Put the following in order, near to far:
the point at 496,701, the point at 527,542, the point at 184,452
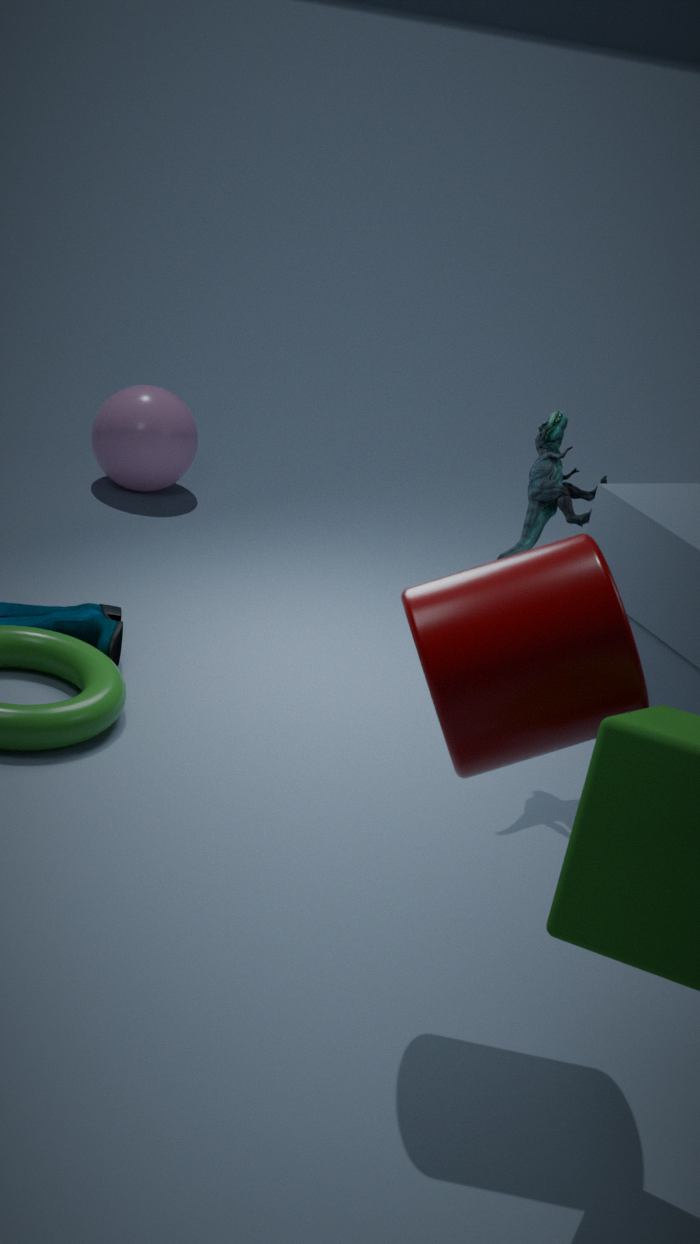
1. the point at 496,701
2. the point at 527,542
3. the point at 184,452
